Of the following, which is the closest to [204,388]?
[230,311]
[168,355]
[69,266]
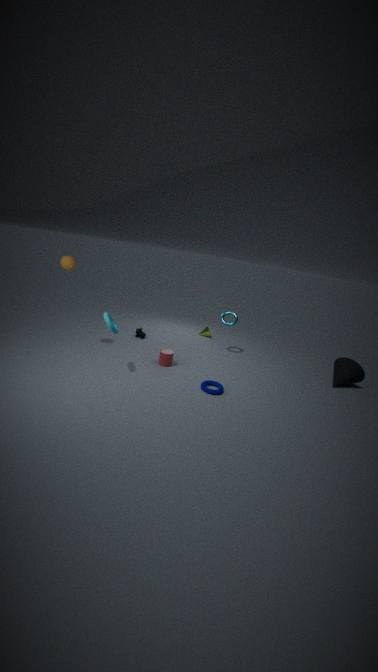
[168,355]
